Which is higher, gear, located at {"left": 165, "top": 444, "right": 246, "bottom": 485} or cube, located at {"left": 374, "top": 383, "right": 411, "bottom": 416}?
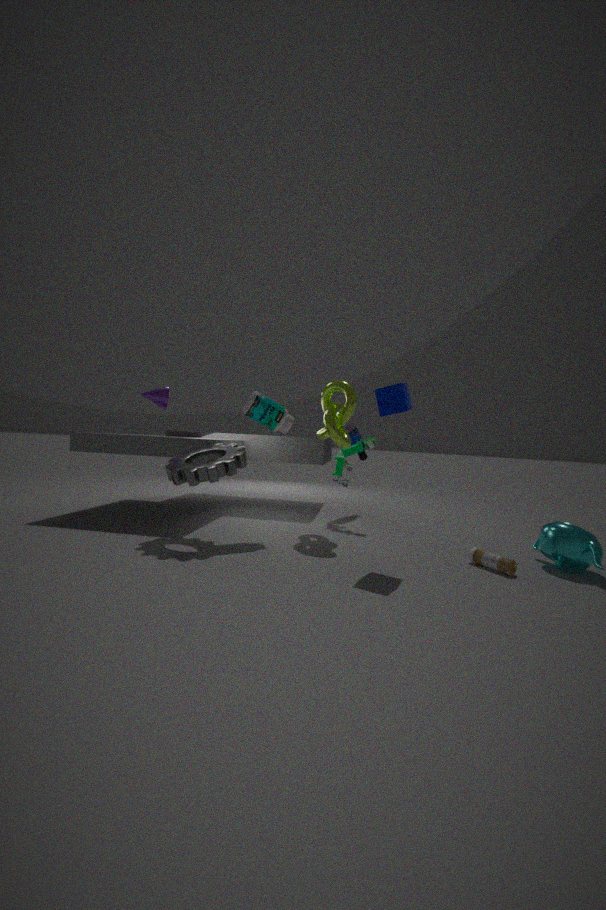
cube, located at {"left": 374, "top": 383, "right": 411, "bottom": 416}
